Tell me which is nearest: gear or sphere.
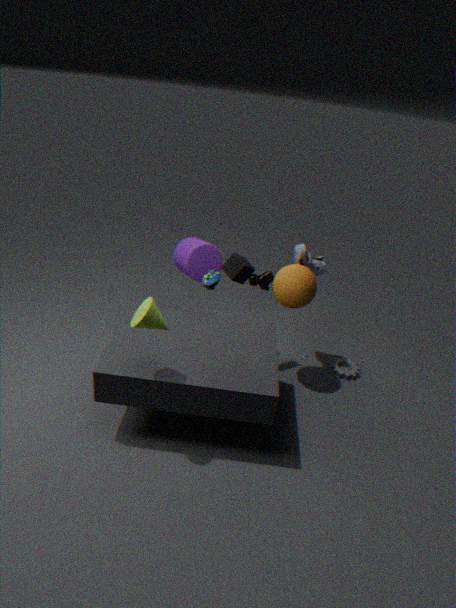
sphere
